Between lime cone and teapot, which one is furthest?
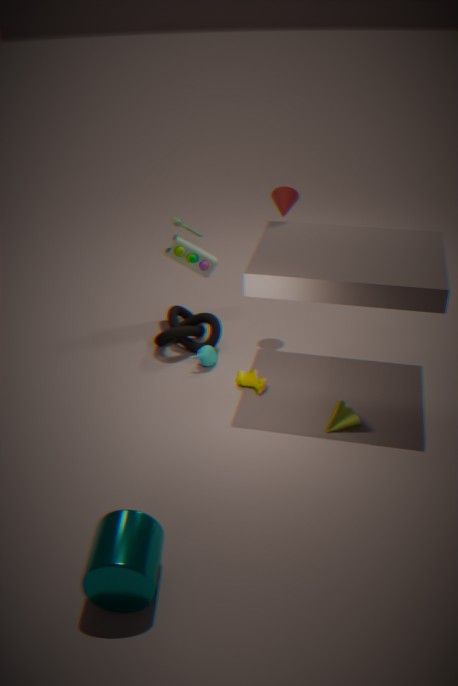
teapot
